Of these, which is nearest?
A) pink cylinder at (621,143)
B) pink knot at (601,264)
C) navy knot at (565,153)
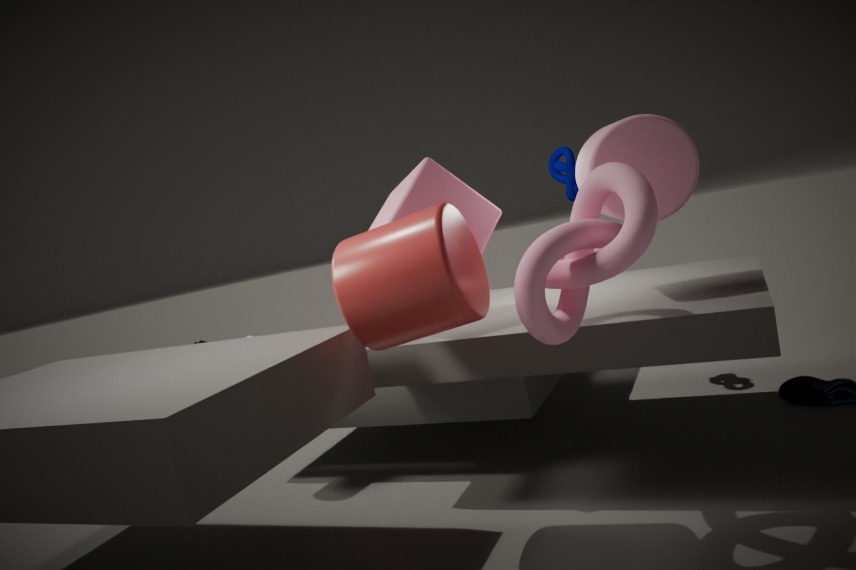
pink knot at (601,264)
